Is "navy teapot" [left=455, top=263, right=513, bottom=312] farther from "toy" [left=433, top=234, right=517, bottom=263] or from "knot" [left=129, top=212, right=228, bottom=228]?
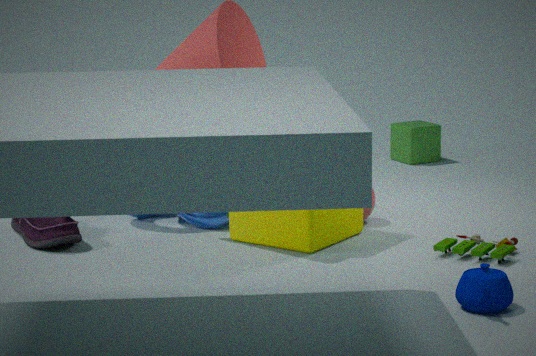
"knot" [left=129, top=212, right=228, bottom=228]
